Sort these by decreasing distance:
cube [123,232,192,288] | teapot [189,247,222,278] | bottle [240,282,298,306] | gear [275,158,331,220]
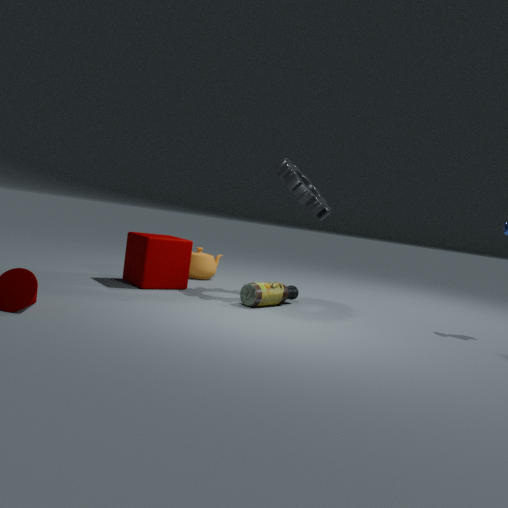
teapot [189,247,222,278] → gear [275,158,331,220] → cube [123,232,192,288] → bottle [240,282,298,306]
